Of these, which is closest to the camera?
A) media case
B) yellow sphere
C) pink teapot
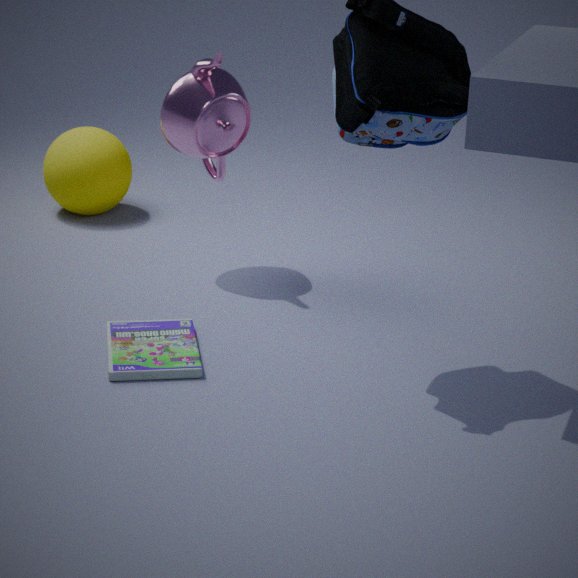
media case
